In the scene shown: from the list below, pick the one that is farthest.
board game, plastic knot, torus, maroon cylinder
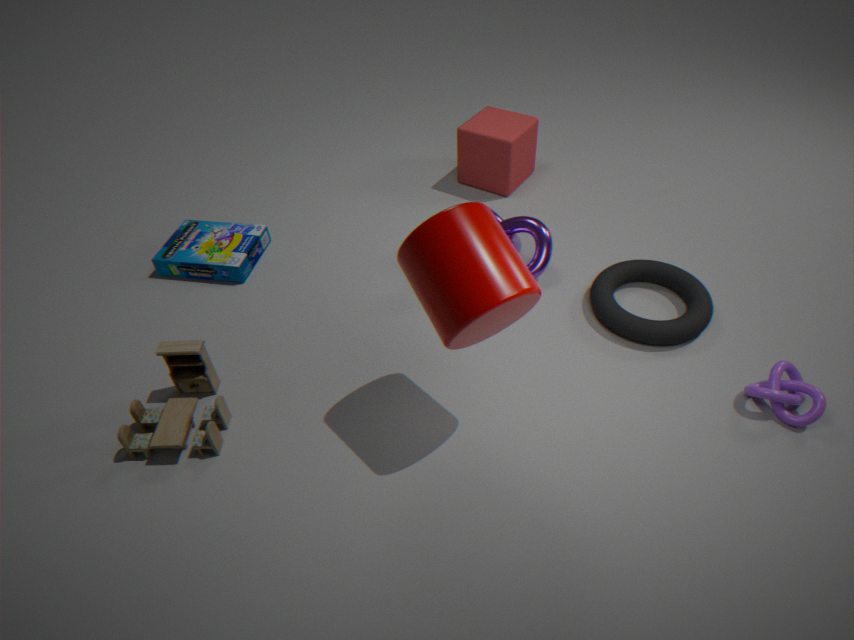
board game
